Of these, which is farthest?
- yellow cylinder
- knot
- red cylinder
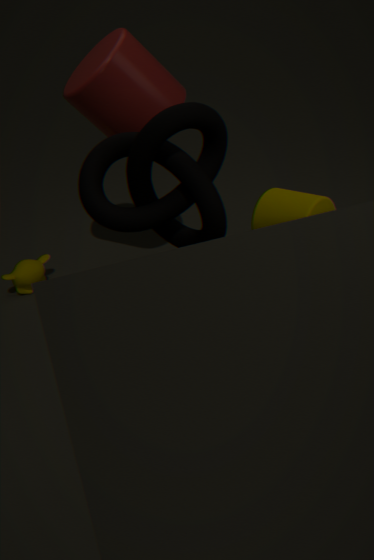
red cylinder
